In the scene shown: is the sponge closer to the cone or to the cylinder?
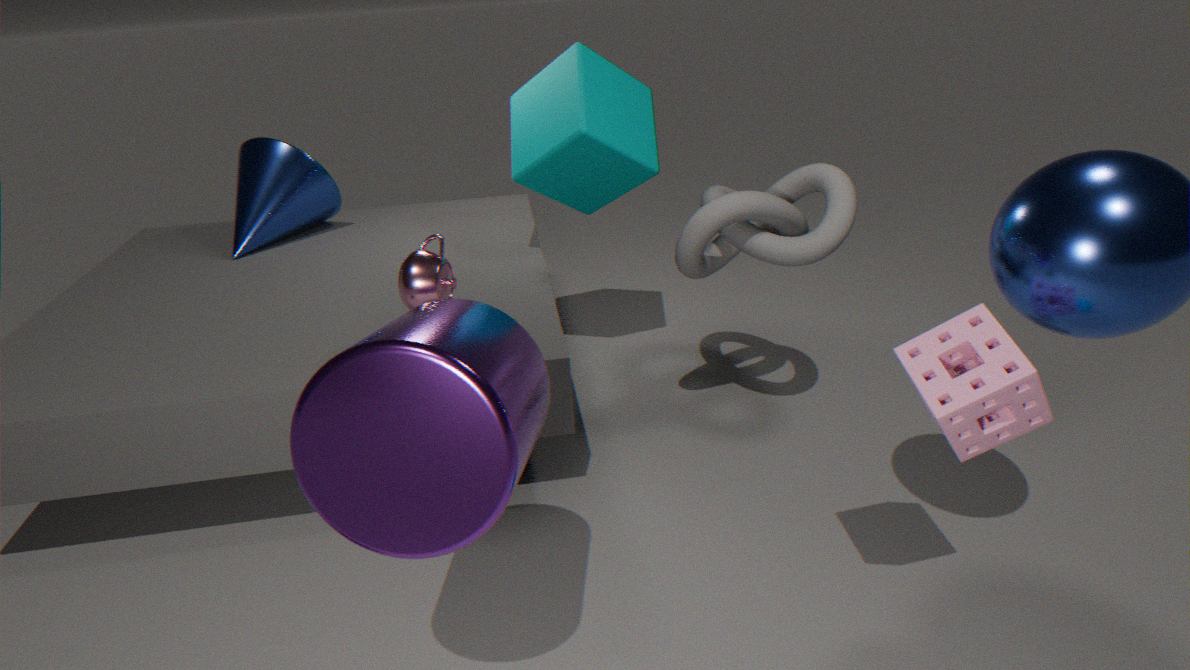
the cylinder
